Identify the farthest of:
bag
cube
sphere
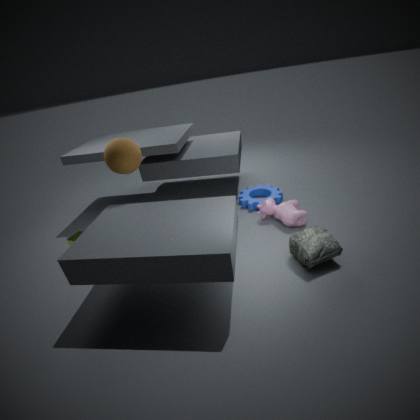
cube
